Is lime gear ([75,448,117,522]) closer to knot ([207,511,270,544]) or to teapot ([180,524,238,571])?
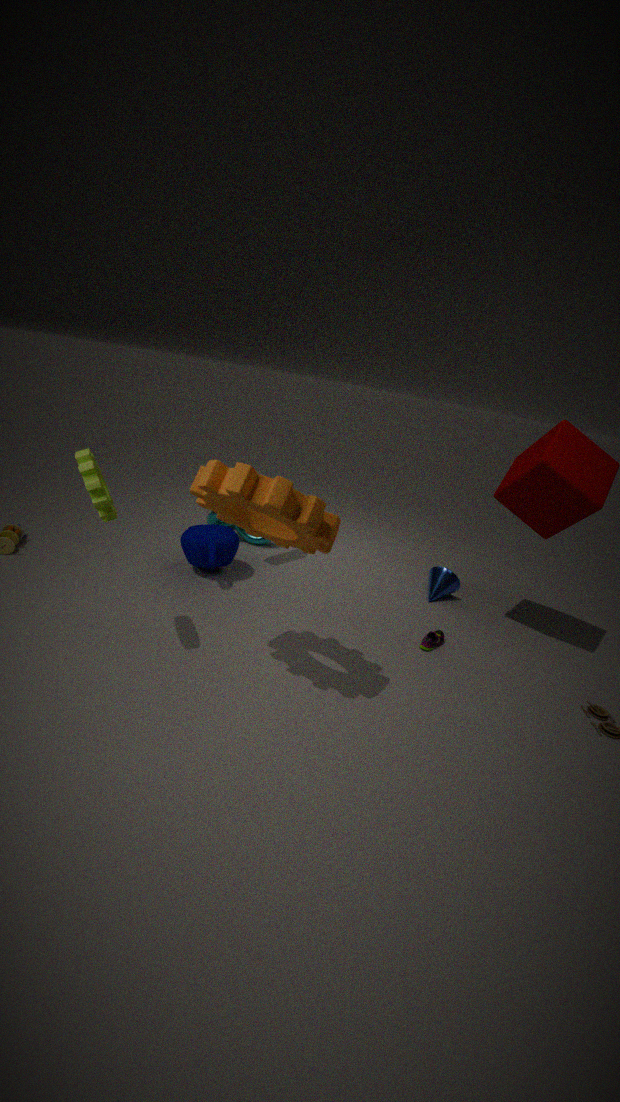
teapot ([180,524,238,571])
